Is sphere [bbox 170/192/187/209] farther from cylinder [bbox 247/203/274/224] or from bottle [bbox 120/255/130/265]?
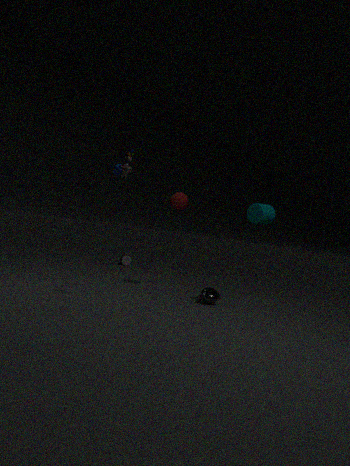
bottle [bbox 120/255/130/265]
